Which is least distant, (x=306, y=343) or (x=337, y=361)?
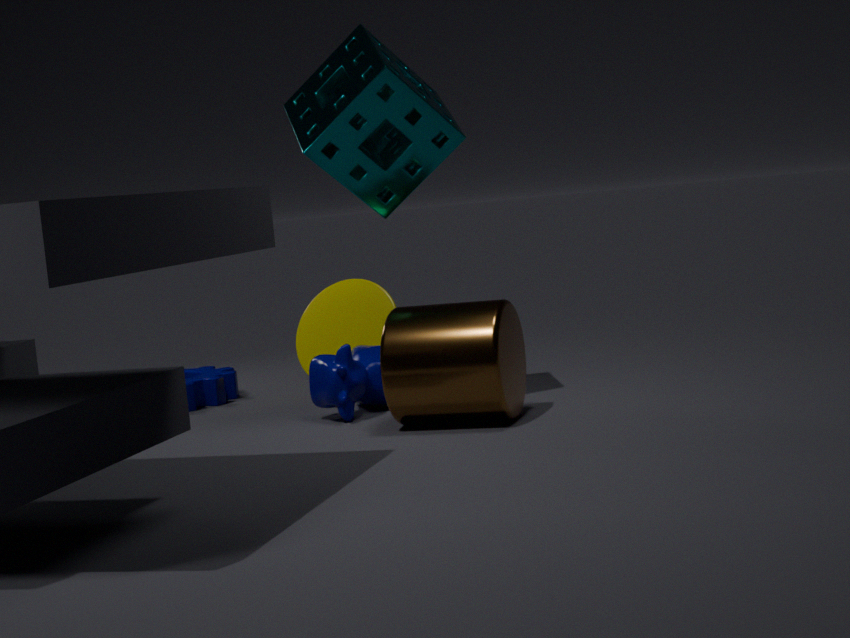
A: (x=337, y=361)
